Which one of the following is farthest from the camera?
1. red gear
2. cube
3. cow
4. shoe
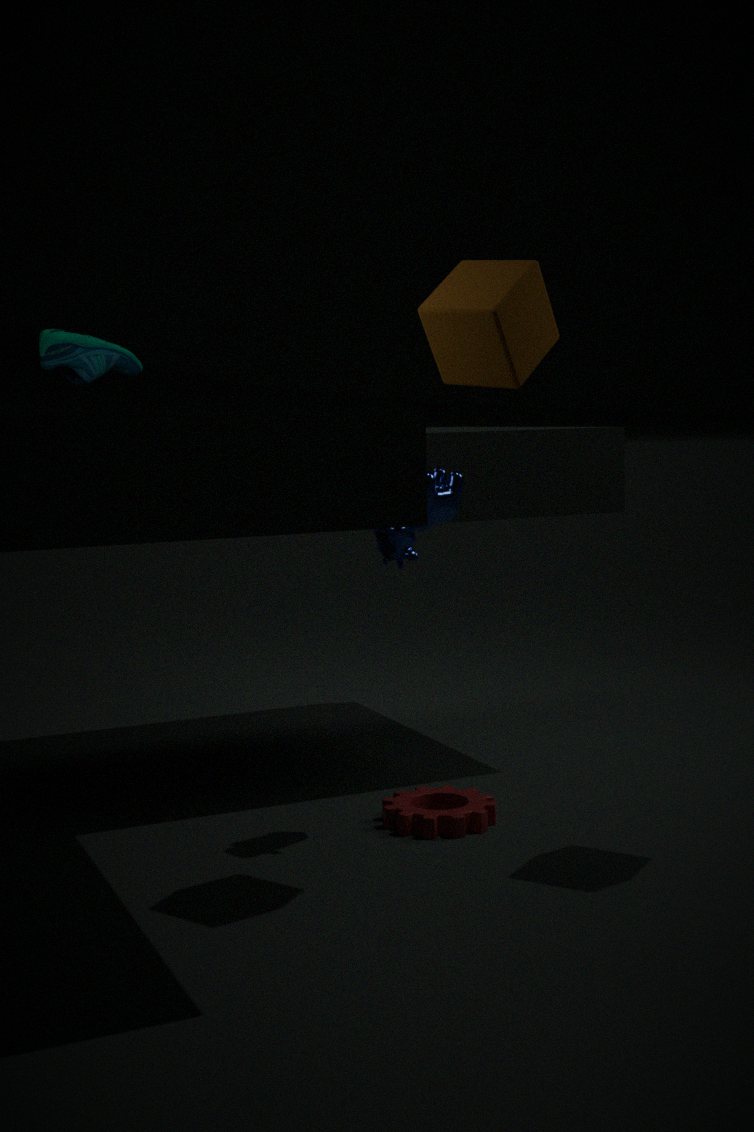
shoe
